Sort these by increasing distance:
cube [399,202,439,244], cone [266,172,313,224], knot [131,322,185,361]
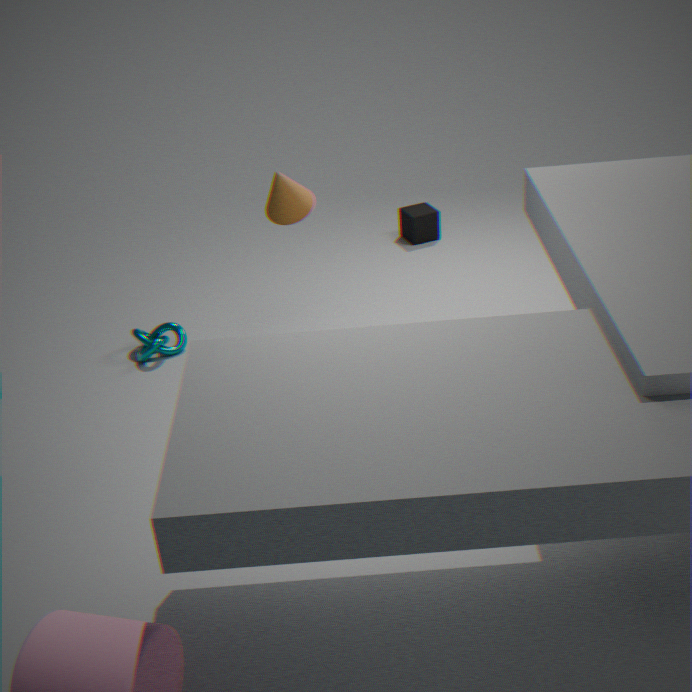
cone [266,172,313,224] < knot [131,322,185,361] < cube [399,202,439,244]
